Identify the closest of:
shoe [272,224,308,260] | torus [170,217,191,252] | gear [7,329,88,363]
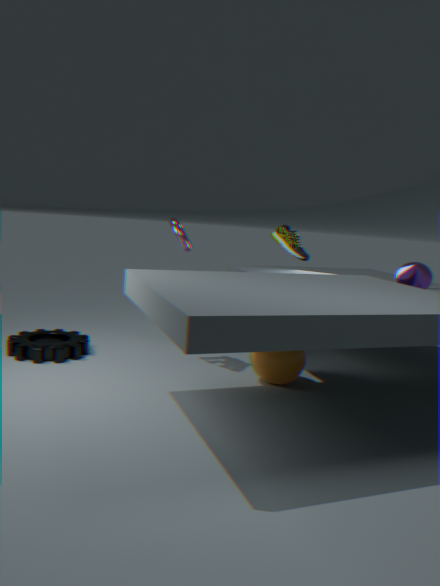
gear [7,329,88,363]
